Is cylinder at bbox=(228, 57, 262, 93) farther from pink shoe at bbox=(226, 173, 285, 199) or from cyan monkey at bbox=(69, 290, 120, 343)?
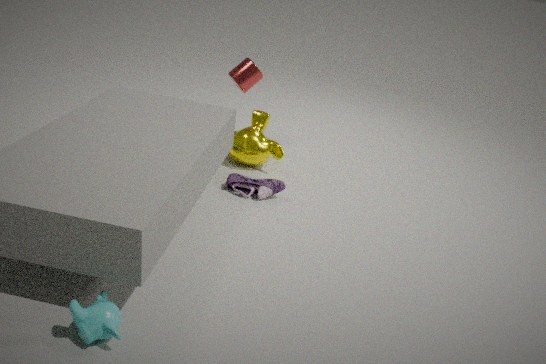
cyan monkey at bbox=(69, 290, 120, 343)
